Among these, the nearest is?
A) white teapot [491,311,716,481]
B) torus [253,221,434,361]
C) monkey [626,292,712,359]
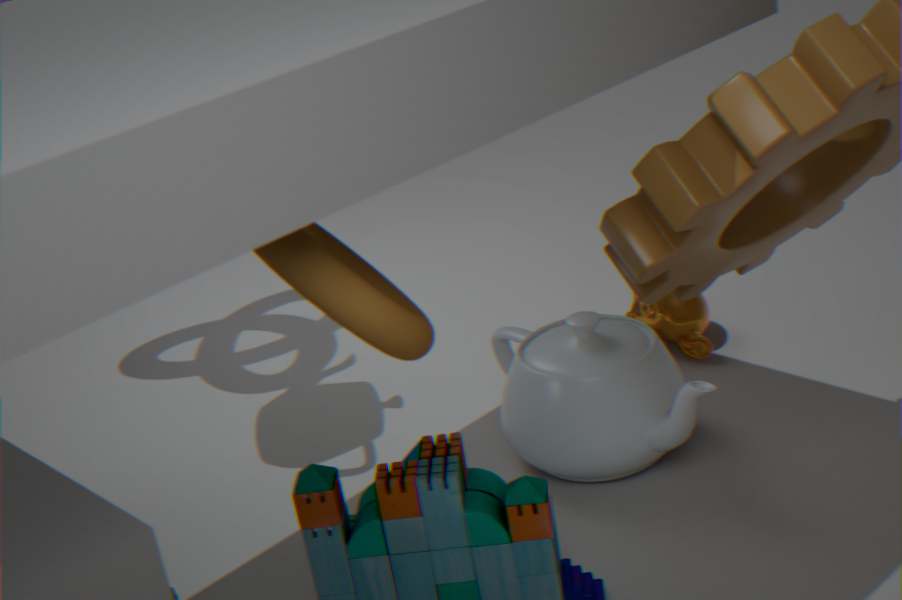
torus [253,221,434,361]
